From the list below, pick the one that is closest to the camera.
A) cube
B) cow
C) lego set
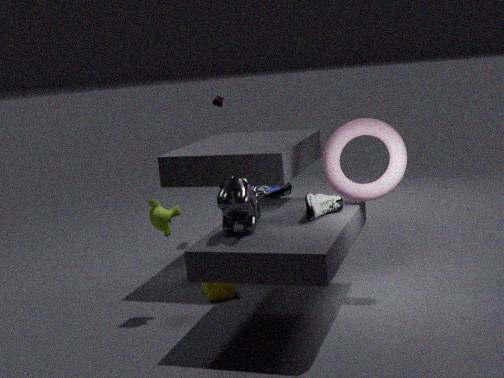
B. cow
